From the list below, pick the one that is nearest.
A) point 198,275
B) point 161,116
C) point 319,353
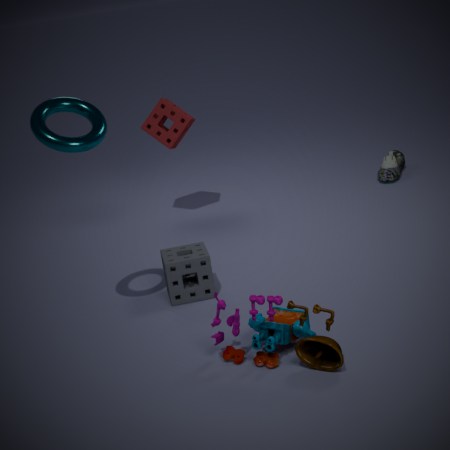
point 319,353
